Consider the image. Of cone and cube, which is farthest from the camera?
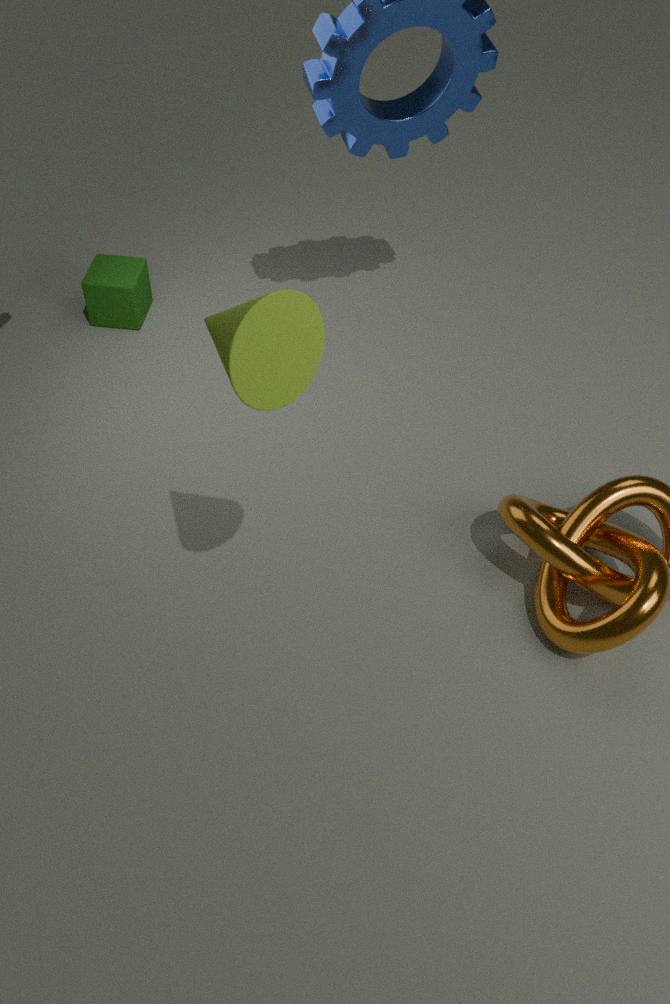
cube
